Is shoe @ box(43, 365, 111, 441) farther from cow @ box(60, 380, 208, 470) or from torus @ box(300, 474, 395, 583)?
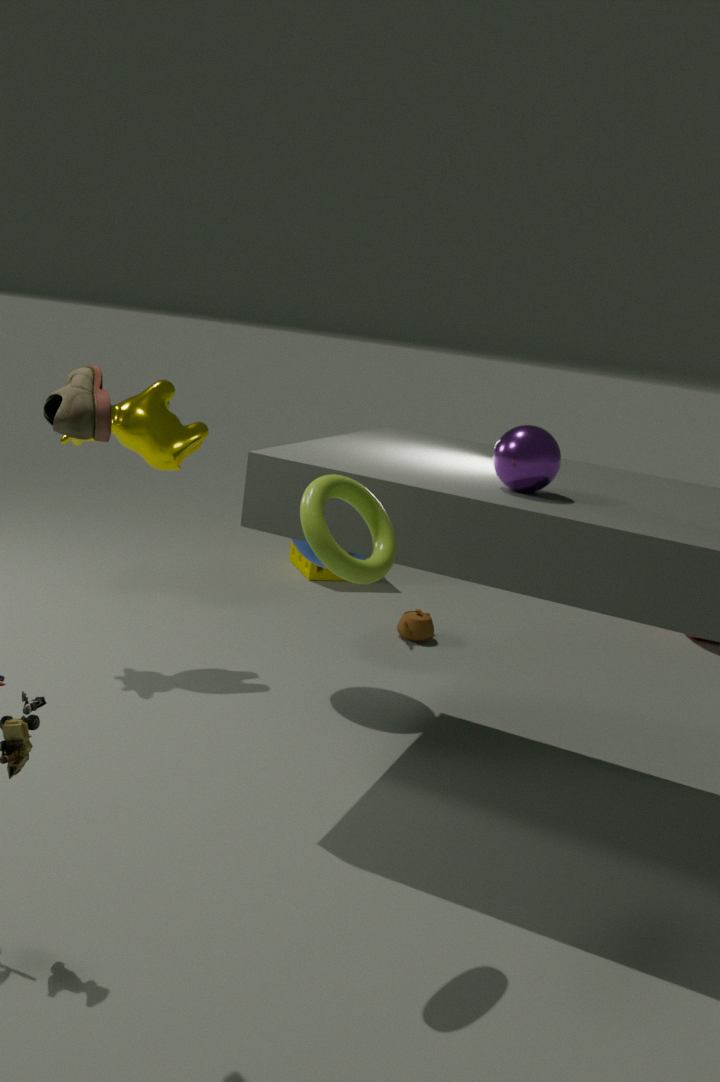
cow @ box(60, 380, 208, 470)
